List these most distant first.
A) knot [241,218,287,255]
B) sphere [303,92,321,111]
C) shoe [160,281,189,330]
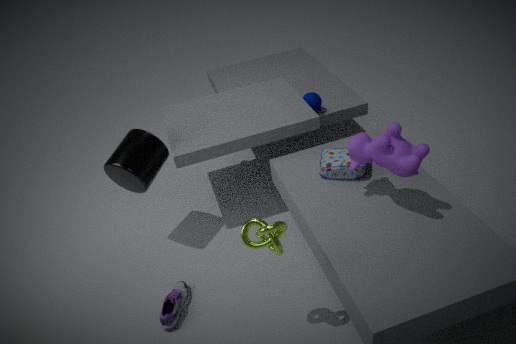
1. sphere [303,92,321,111]
2. shoe [160,281,189,330]
3. knot [241,218,287,255]
